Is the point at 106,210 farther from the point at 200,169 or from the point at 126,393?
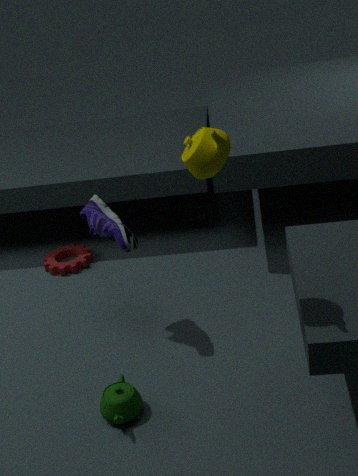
the point at 200,169
